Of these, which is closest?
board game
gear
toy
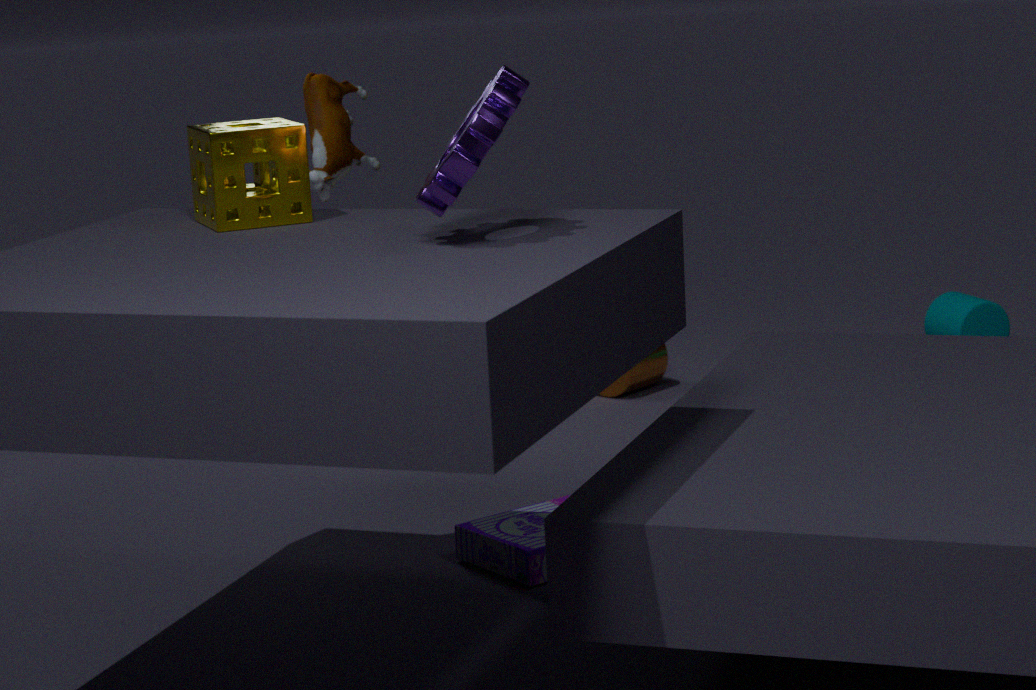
gear
